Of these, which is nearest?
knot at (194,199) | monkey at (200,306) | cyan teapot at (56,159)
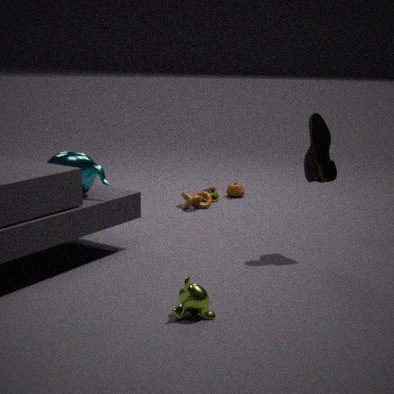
monkey at (200,306)
